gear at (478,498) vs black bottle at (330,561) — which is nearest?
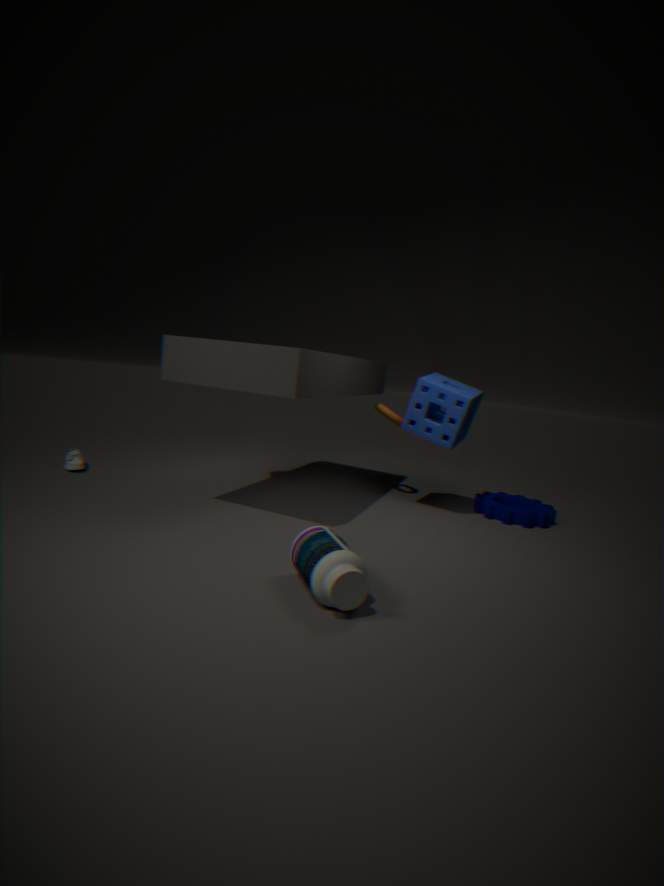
black bottle at (330,561)
